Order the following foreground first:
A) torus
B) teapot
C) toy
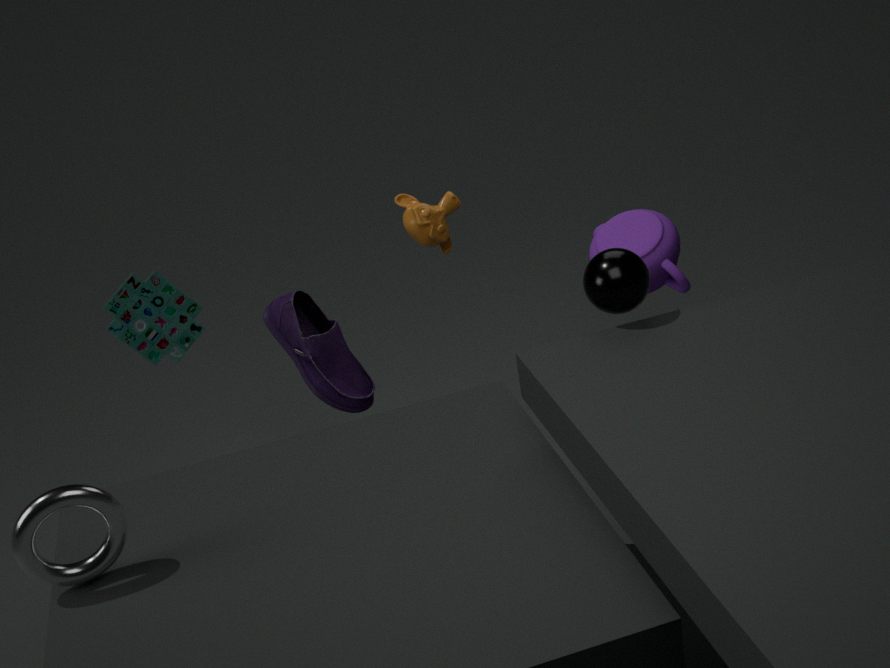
torus → toy → teapot
